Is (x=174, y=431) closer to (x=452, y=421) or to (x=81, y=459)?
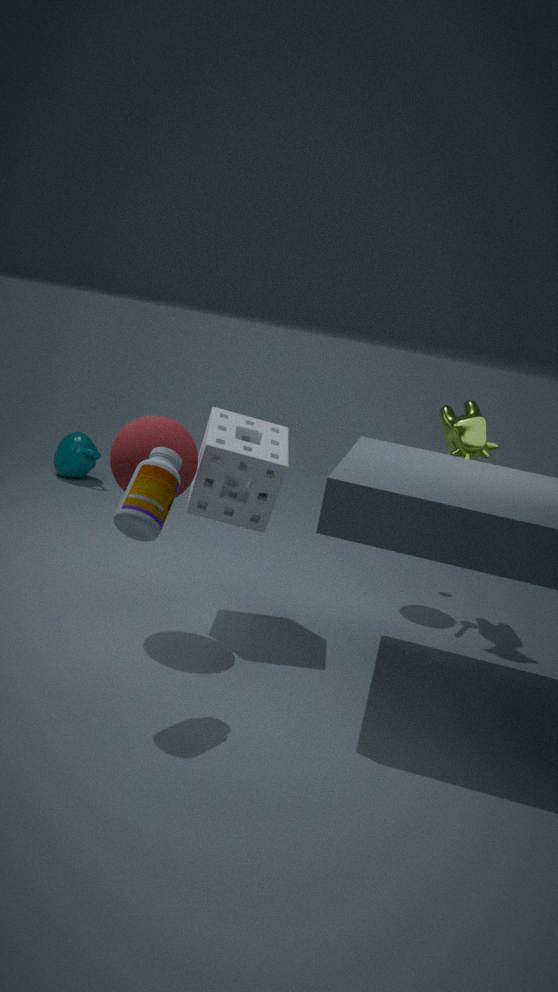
(x=452, y=421)
